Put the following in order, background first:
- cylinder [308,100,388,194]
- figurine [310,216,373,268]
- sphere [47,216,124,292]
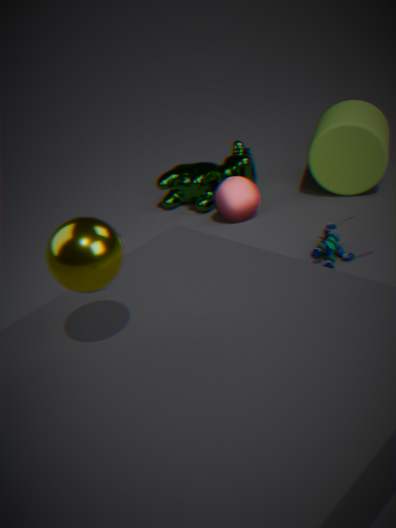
cylinder [308,100,388,194] → figurine [310,216,373,268] → sphere [47,216,124,292]
